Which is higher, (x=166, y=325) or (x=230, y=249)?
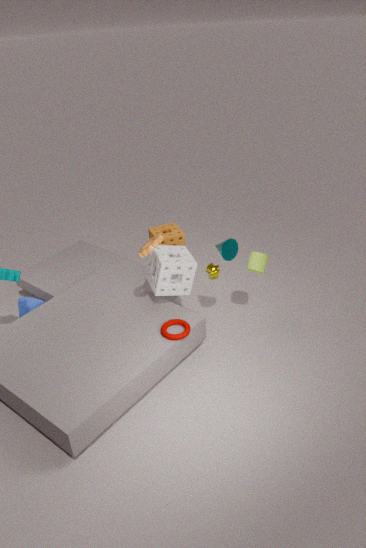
(x=230, y=249)
